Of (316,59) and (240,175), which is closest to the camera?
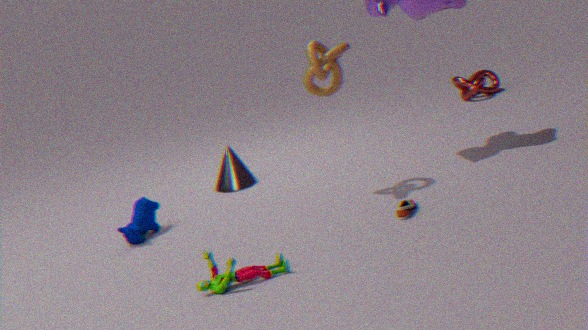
(316,59)
